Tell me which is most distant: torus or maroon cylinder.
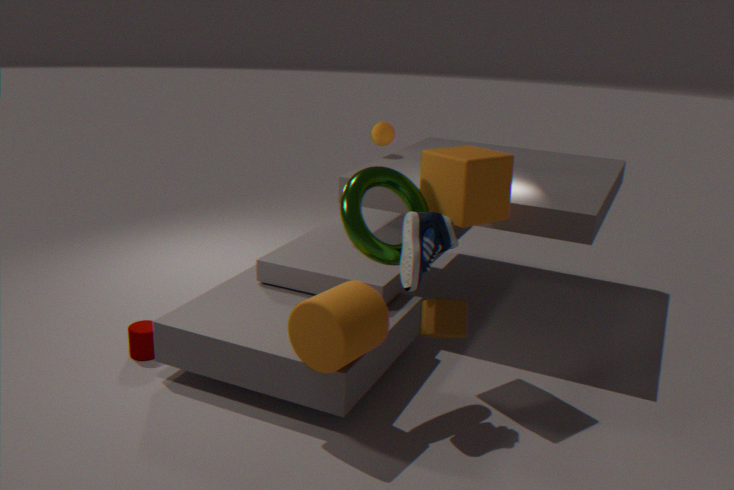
maroon cylinder
